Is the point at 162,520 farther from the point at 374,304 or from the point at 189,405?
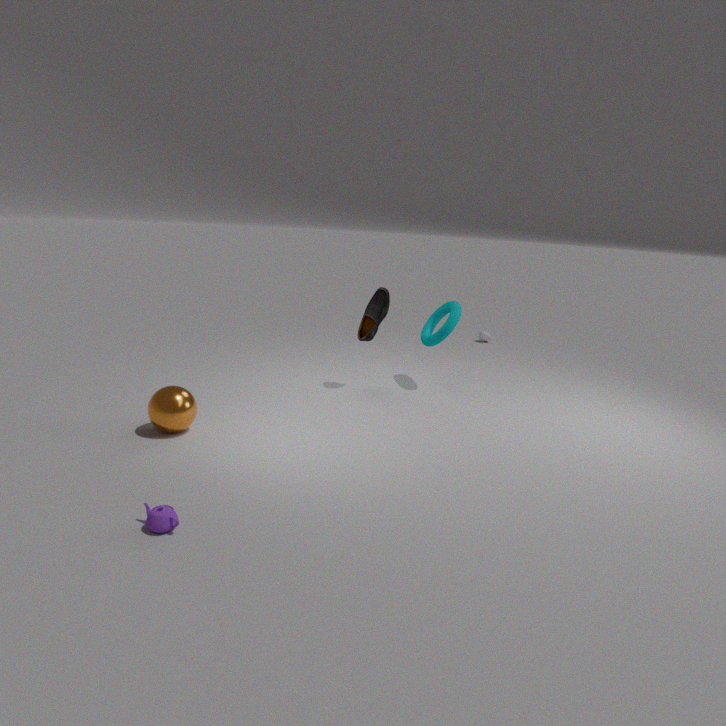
the point at 374,304
